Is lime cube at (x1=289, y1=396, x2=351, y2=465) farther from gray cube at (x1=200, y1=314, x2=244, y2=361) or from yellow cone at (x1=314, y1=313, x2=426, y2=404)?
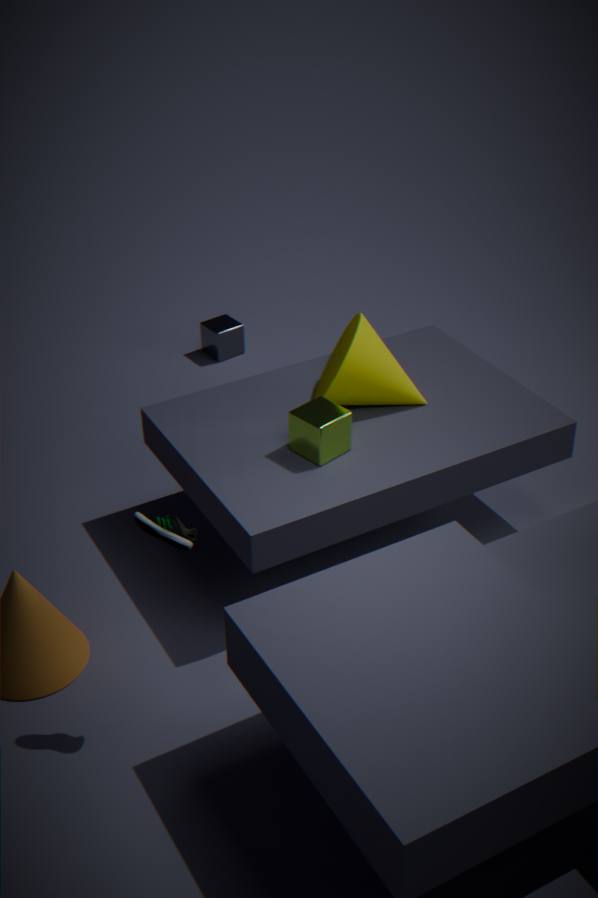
gray cube at (x1=200, y1=314, x2=244, y2=361)
